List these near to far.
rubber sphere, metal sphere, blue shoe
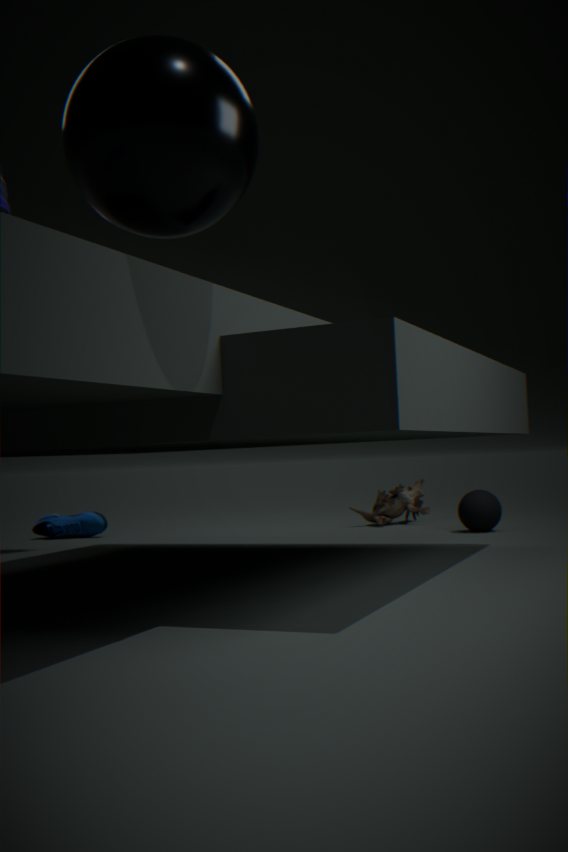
metal sphere < rubber sphere < blue shoe
